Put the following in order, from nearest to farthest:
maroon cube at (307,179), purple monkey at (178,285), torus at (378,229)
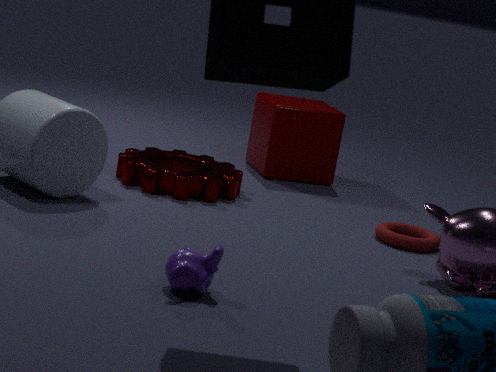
purple monkey at (178,285) → torus at (378,229) → maroon cube at (307,179)
